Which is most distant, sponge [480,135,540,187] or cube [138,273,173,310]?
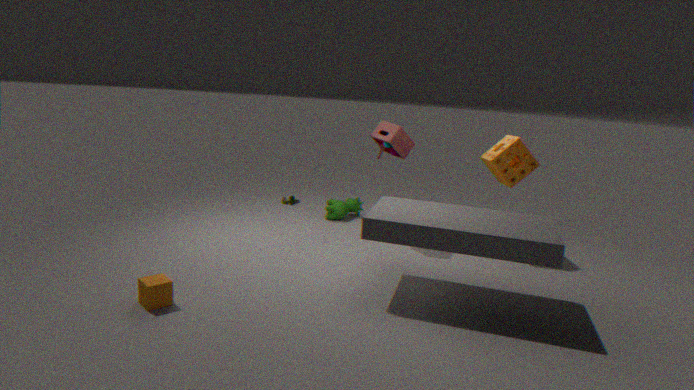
sponge [480,135,540,187]
